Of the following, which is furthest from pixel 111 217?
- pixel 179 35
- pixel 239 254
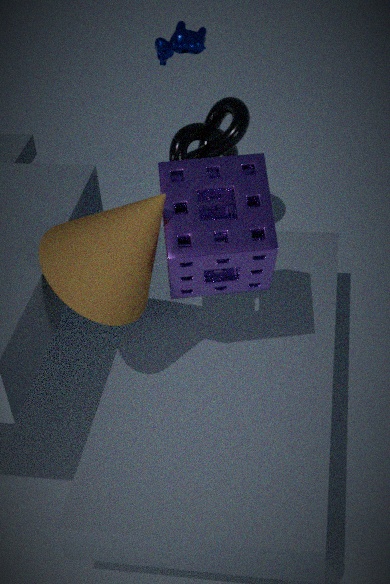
pixel 179 35
